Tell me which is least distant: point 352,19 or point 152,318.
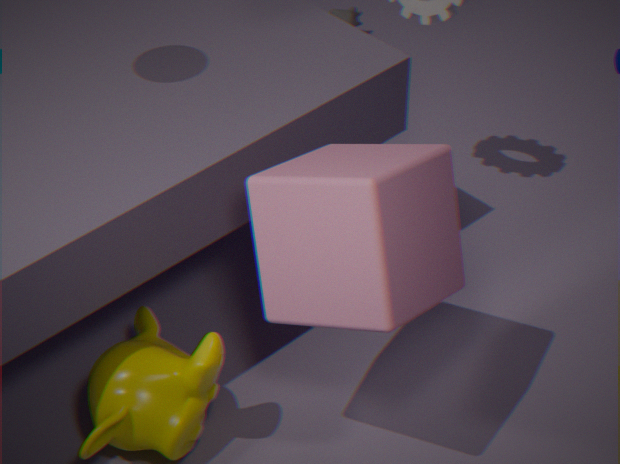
point 152,318
